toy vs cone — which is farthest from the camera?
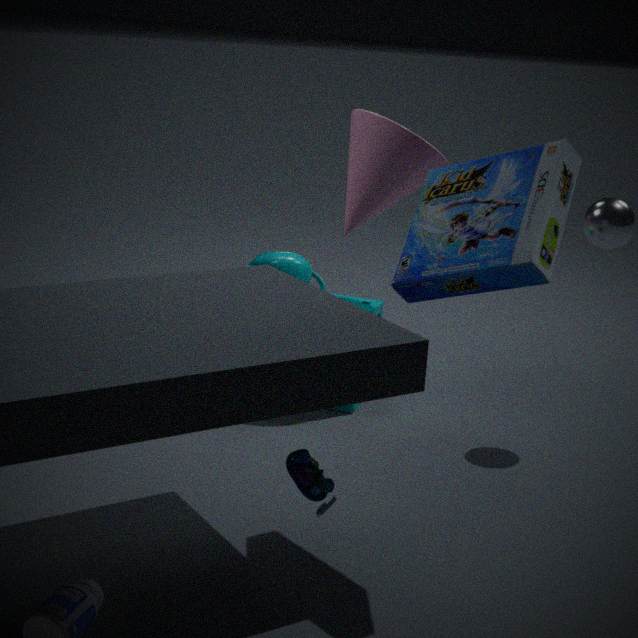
cone
